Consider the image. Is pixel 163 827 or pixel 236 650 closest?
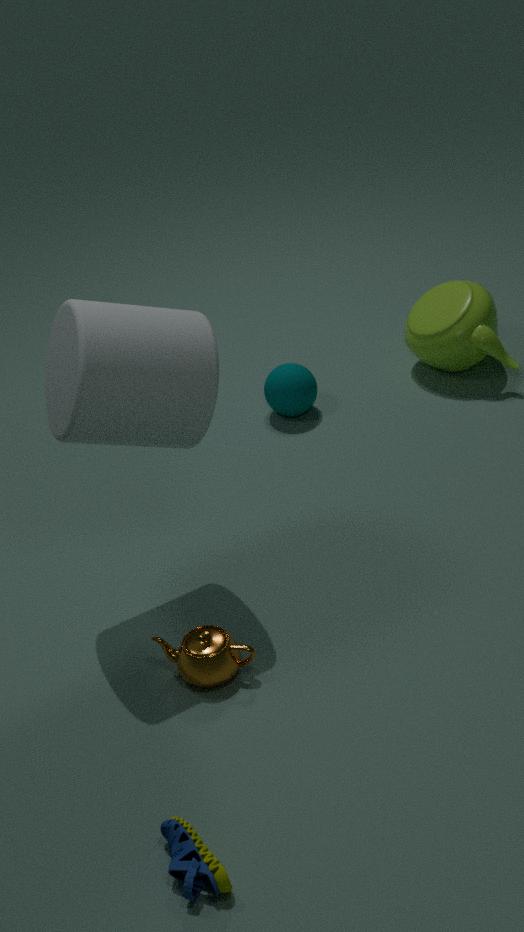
pixel 163 827
